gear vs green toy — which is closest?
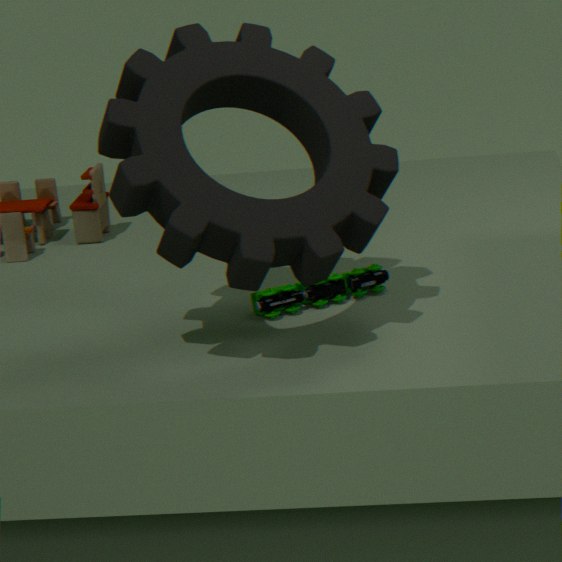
gear
